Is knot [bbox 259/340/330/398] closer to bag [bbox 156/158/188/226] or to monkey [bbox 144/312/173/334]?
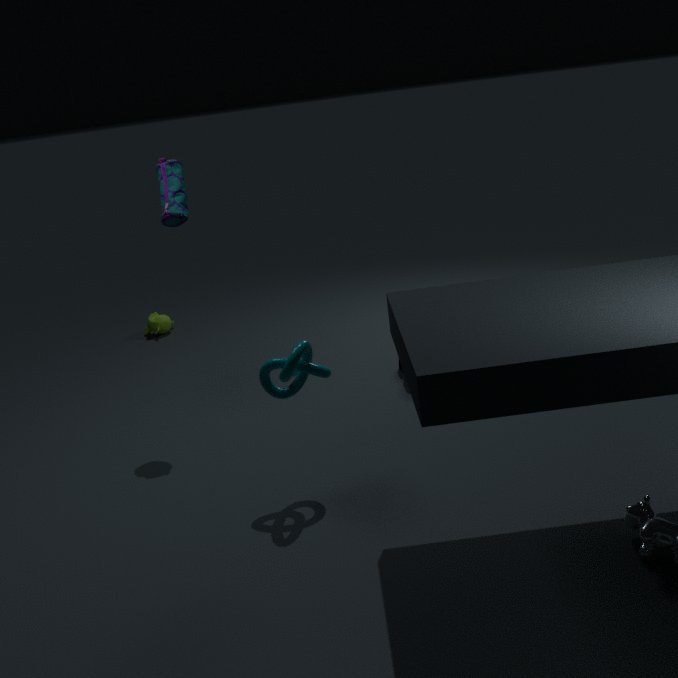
bag [bbox 156/158/188/226]
